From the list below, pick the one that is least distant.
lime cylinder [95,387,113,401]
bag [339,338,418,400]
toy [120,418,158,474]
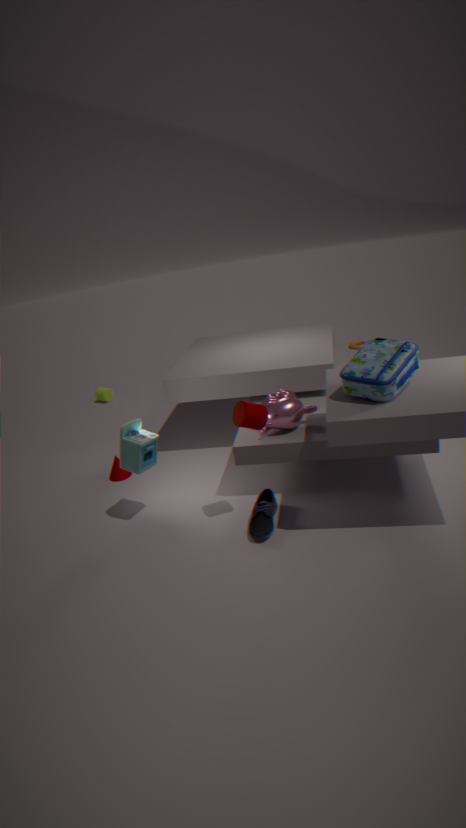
bag [339,338,418,400]
